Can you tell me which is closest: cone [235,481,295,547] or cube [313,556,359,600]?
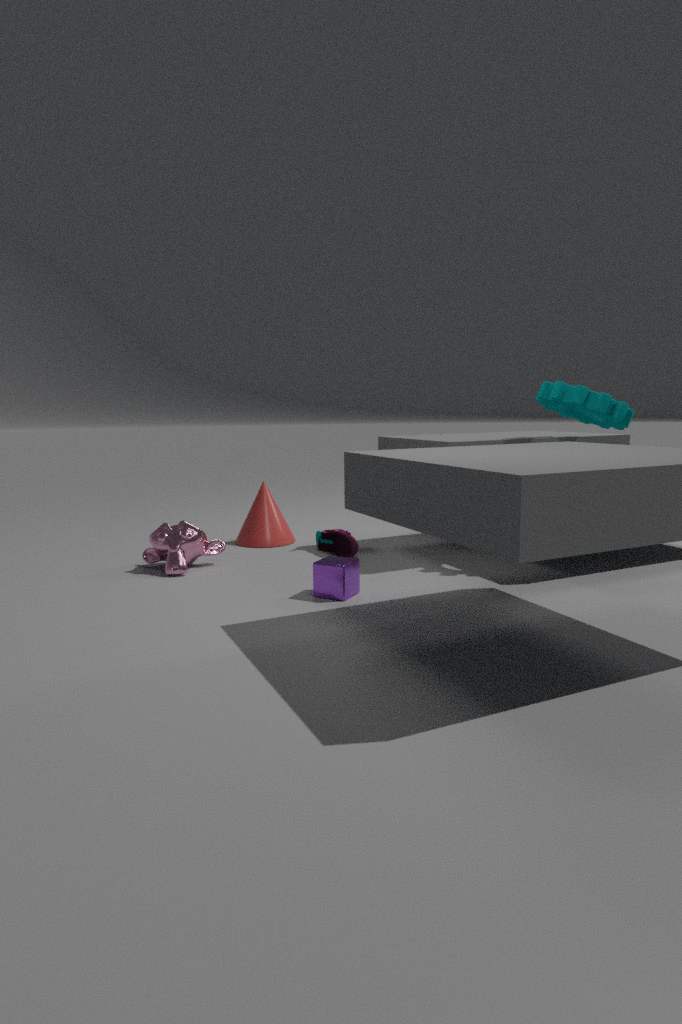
cube [313,556,359,600]
